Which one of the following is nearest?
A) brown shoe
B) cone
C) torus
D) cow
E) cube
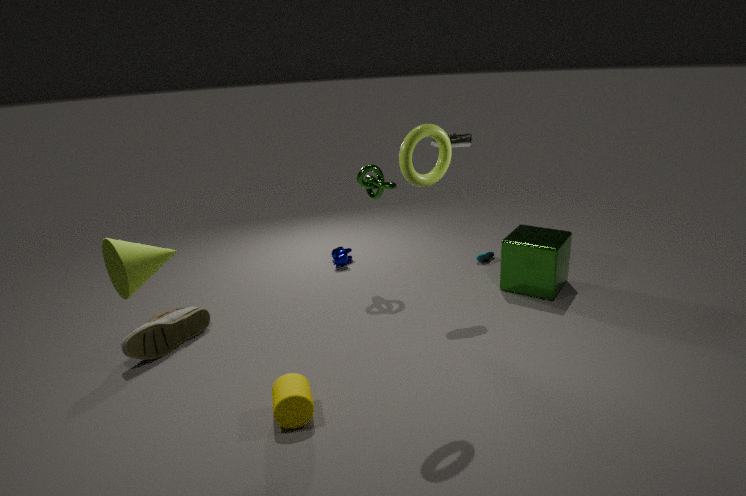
cone
